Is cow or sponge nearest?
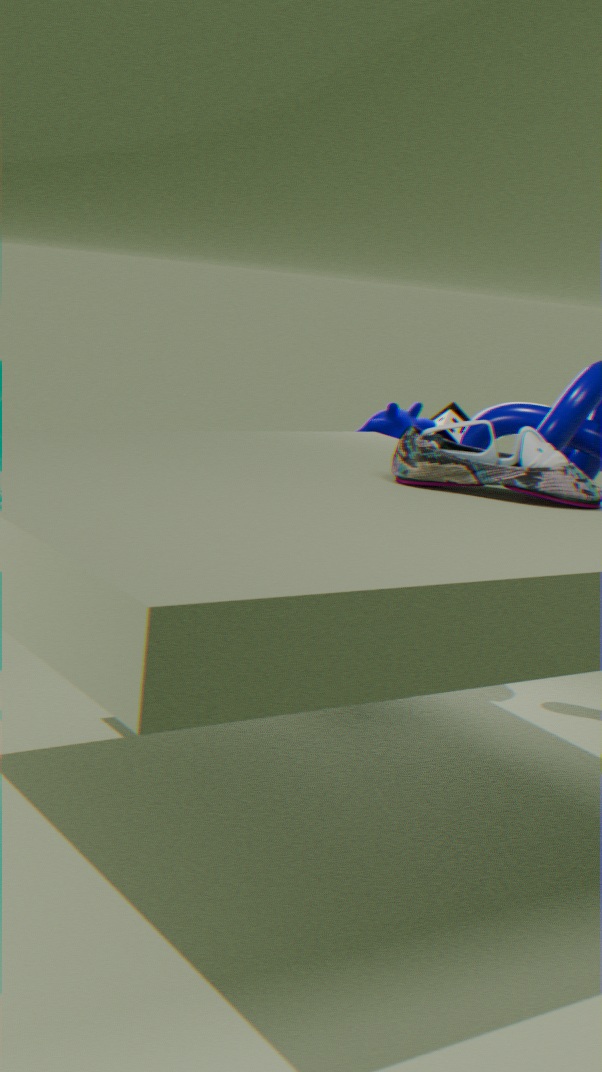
cow
